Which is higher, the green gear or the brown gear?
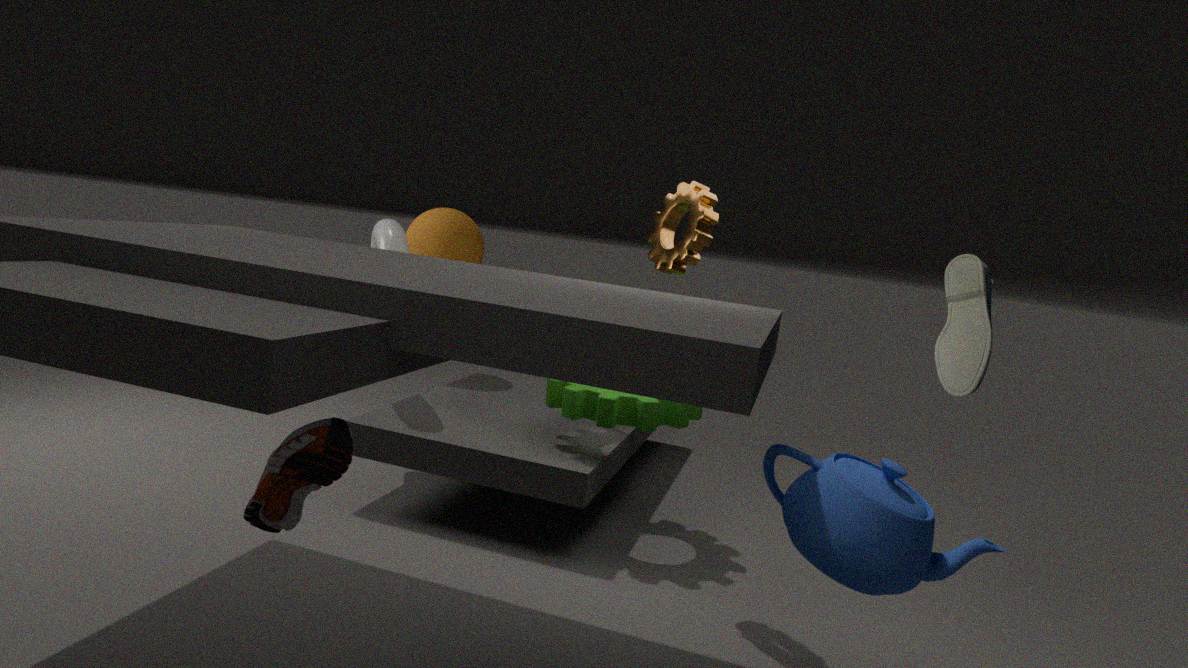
the brown gear
